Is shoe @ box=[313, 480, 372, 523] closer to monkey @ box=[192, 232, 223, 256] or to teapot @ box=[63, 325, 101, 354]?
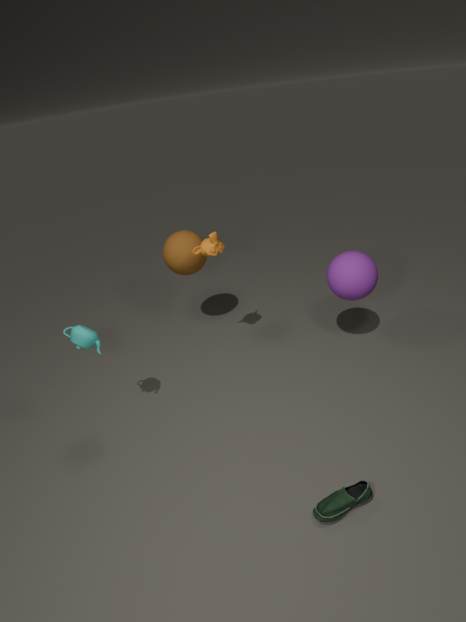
teapot @ box=[63, 325, 101, 354]
